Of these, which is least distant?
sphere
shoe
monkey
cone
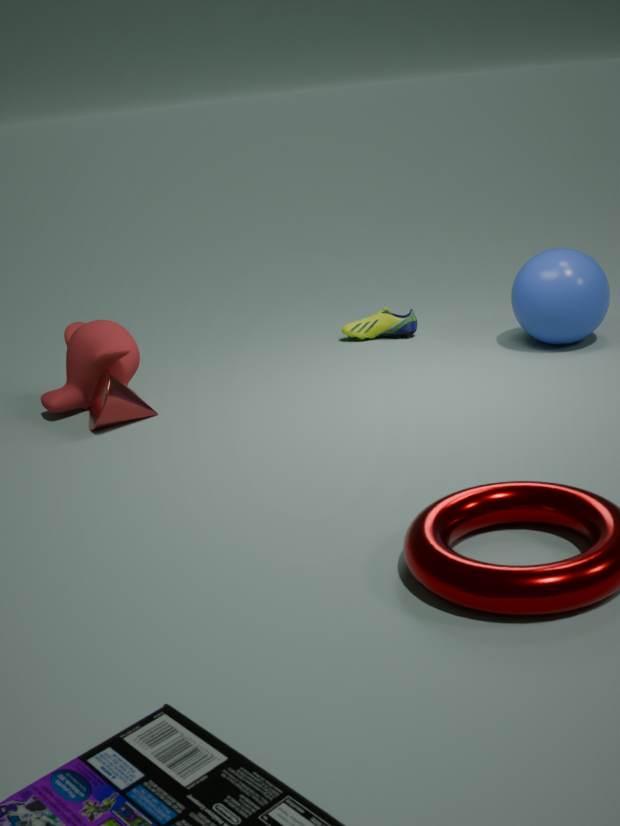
cone
